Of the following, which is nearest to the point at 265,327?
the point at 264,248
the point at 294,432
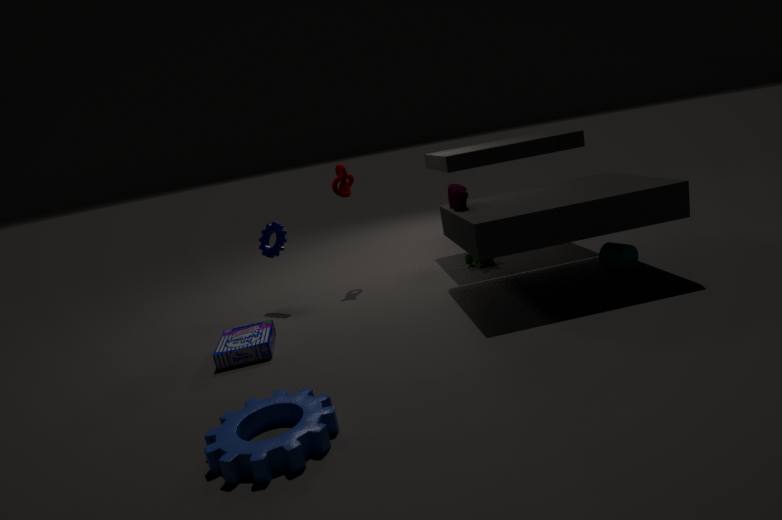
the point at 264,248
